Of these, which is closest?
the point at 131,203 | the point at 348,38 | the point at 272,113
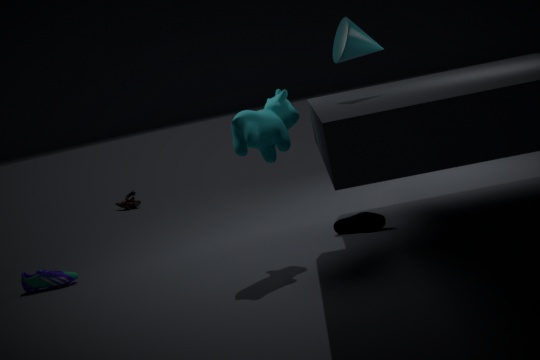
the point at 348,38
